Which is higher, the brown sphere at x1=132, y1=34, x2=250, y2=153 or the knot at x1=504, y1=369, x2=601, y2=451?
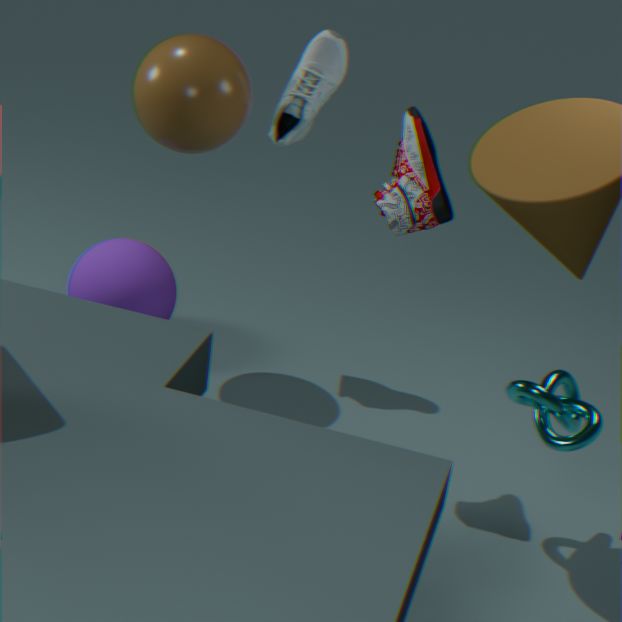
the brown sphere at x1=132, y1=34, x2=250, y2=153
